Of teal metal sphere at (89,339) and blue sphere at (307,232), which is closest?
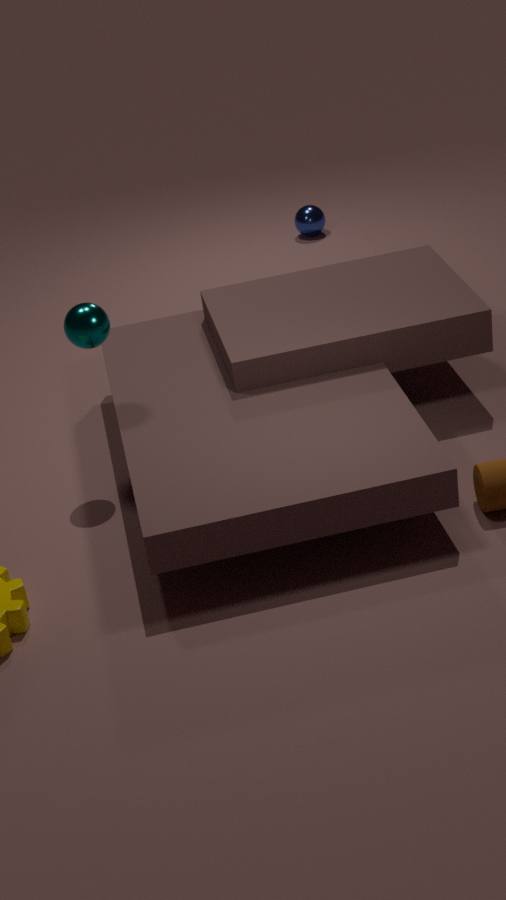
teal metal sphere at (89,339)
